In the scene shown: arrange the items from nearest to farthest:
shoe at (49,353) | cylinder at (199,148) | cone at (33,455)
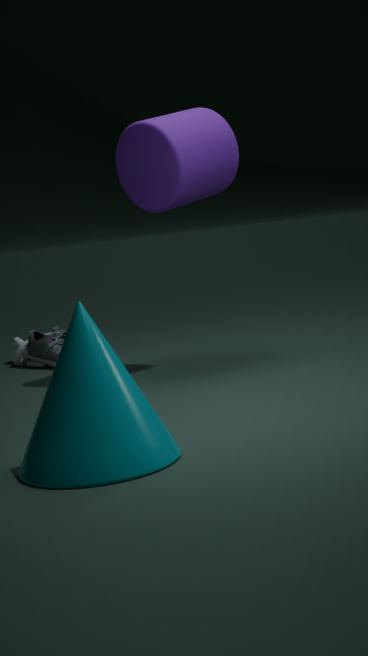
cone at (33,455) < cylinder at (199,148) < shoe at (49,353)
